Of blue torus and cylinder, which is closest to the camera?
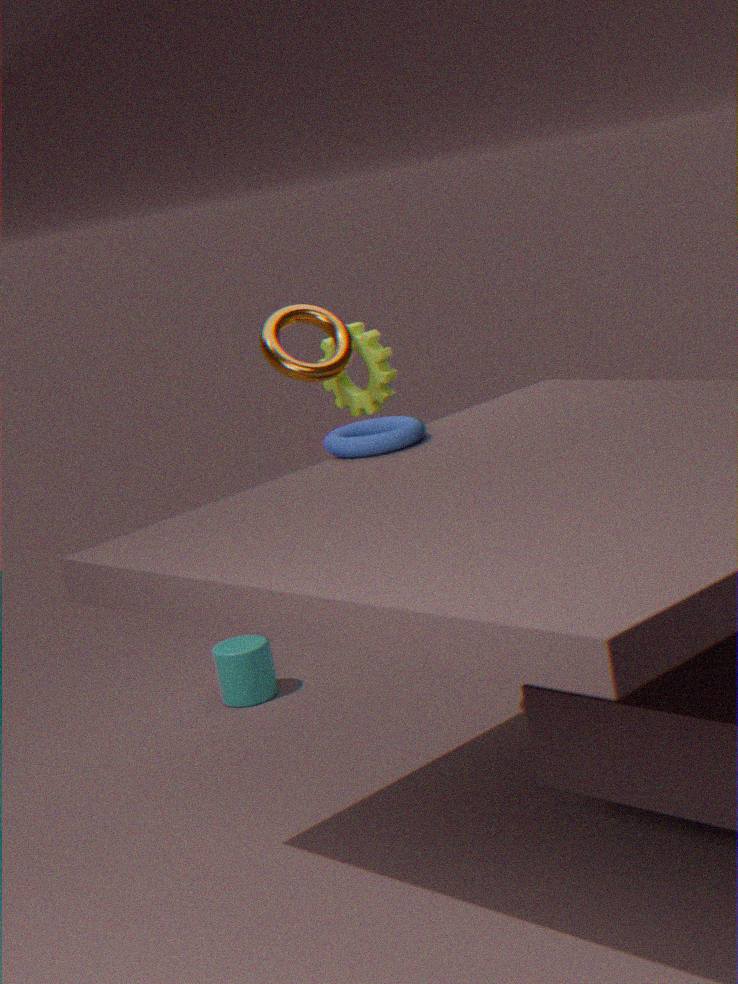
blue torus
